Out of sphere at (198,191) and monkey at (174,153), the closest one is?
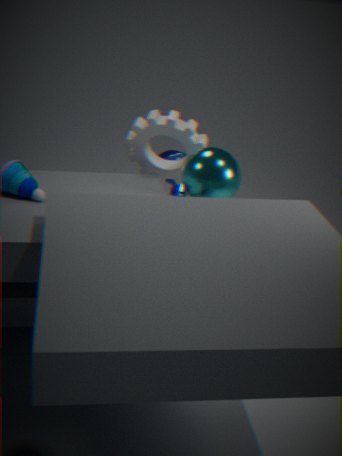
sphere at (198,191)
